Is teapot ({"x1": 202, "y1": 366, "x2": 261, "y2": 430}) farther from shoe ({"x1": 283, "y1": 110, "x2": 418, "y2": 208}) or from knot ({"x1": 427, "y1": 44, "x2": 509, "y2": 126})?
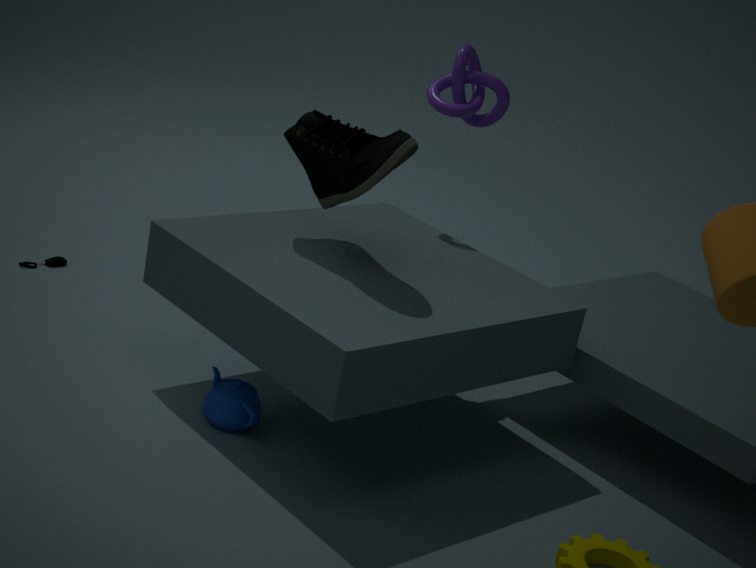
knot ({"x1": 427, "y1": 44, "x2": 509, "y2": 126})
